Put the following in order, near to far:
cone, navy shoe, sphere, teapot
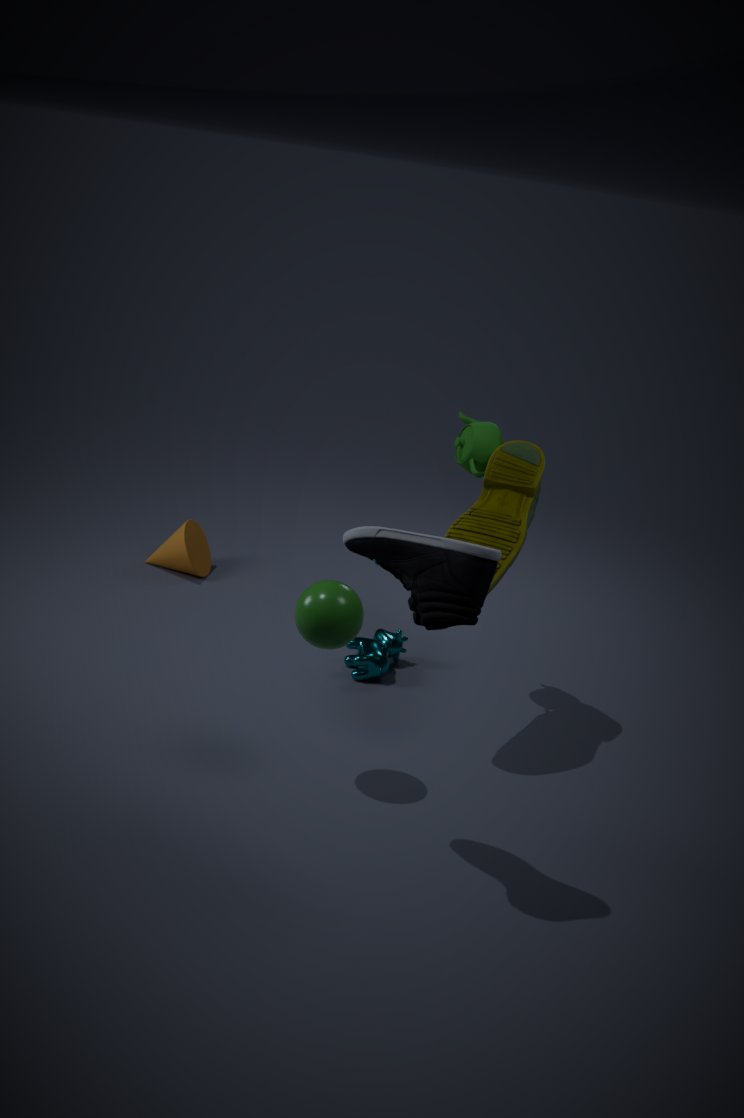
navy shoe → sphere → teapot → cone
